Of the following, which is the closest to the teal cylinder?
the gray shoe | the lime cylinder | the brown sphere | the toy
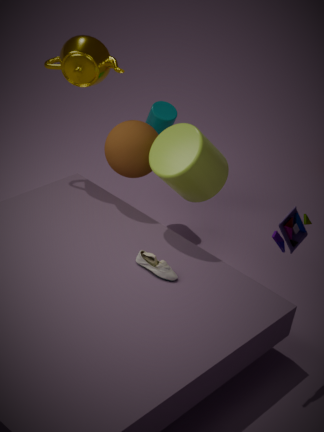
the brown sphere
